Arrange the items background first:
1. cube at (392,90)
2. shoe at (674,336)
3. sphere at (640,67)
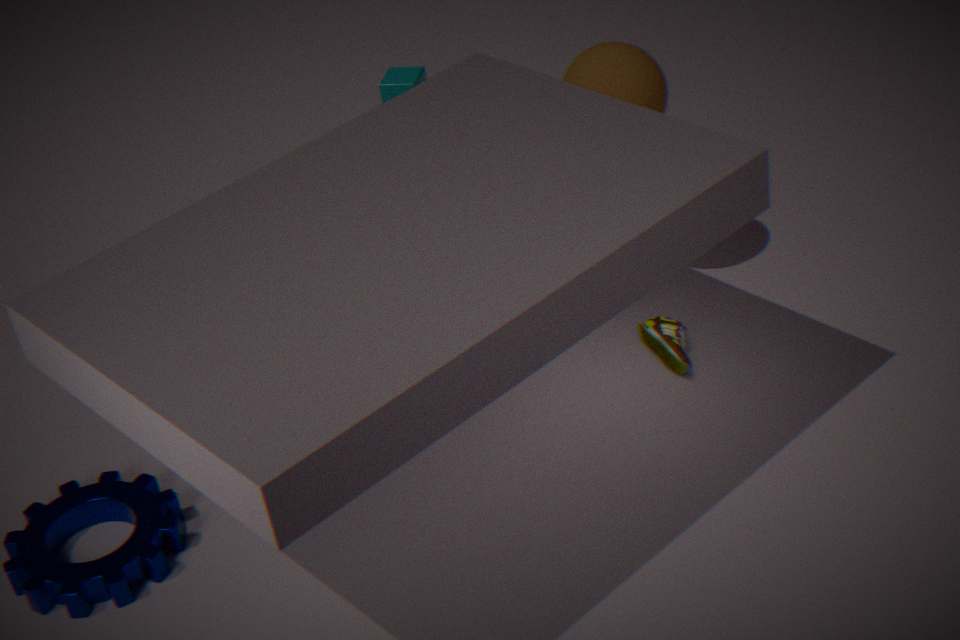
1. cube at (392,90)
2. shoe at (674,336)
3. sphere at (640,67)
